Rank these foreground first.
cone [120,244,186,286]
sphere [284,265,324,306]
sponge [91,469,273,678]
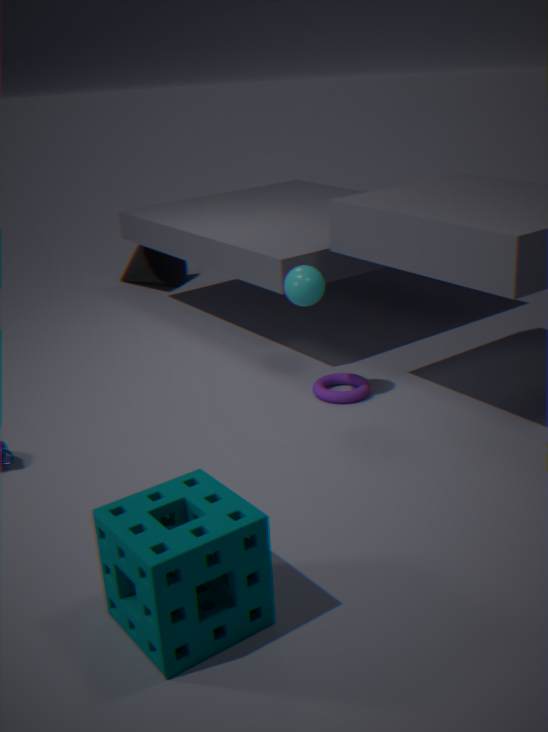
sponge [91,469,273,678] < sphere [284,265,324,306] < cone [120,244,186,286]
